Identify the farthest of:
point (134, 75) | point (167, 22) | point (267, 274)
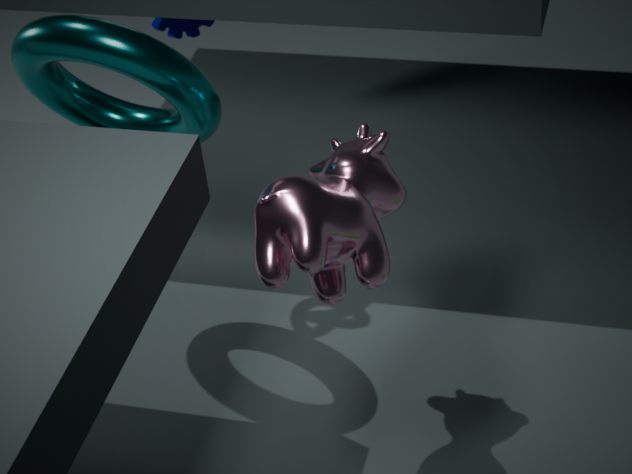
point (167, 22)
